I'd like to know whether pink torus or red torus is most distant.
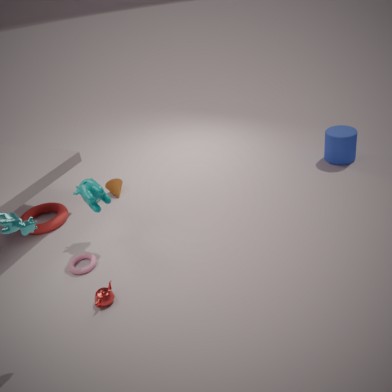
red torus
